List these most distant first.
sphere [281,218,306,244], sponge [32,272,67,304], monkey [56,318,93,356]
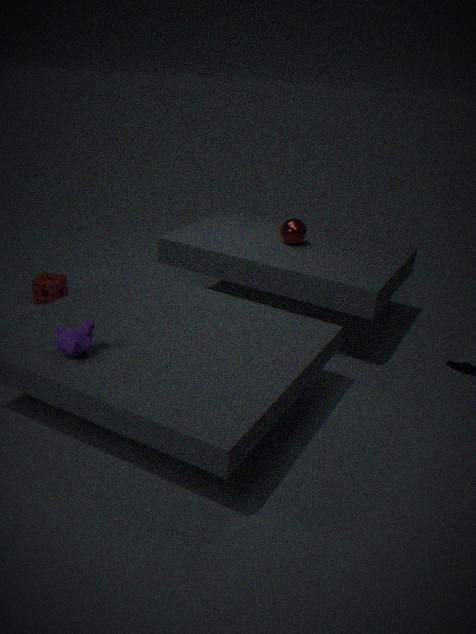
sponge [32,272,67,304]
sphere [281,218,306,244]
monkey [56,318,93,356]
